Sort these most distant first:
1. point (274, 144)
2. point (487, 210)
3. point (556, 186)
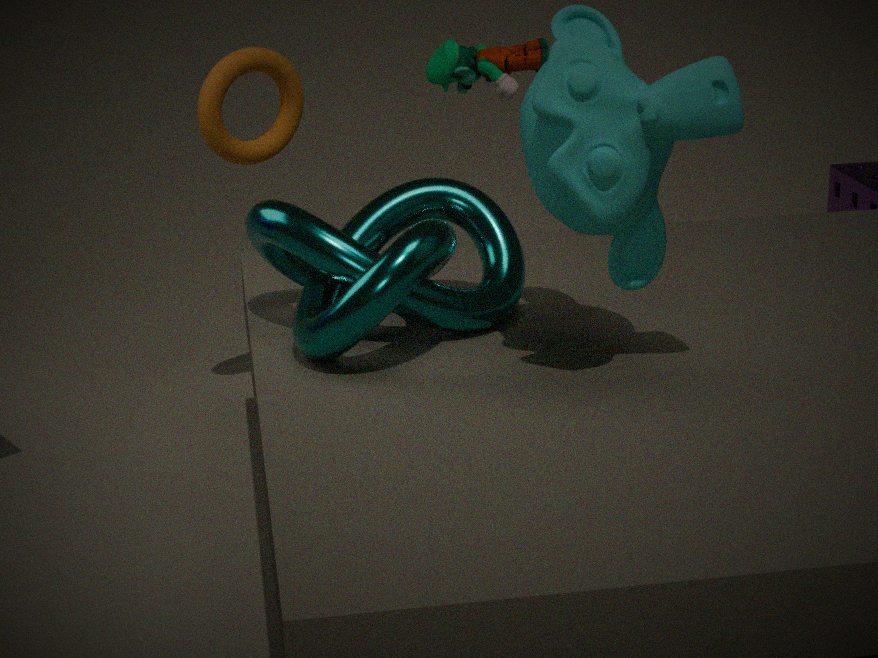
point (274, 144)
point (487, 210)
point (556, 186)
